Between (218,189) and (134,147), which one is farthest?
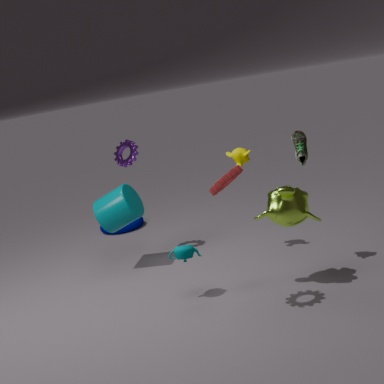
(134,147)
